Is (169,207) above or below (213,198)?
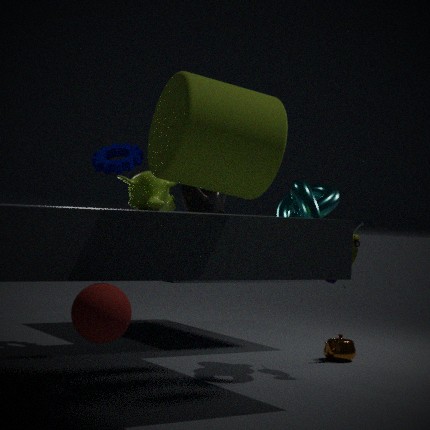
below
